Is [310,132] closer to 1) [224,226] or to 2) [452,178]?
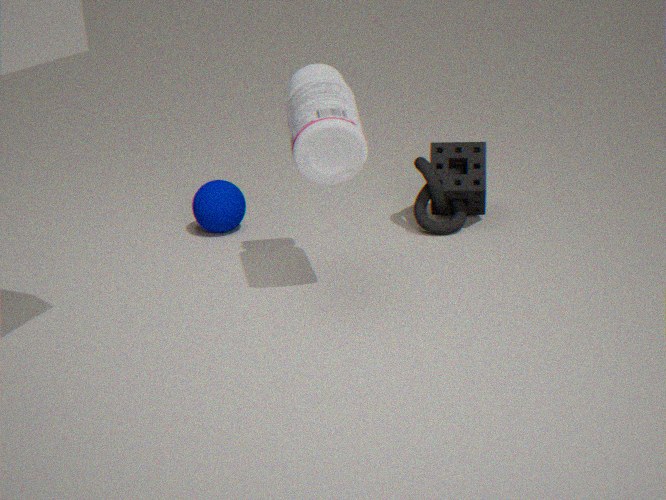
2) [452,178]
